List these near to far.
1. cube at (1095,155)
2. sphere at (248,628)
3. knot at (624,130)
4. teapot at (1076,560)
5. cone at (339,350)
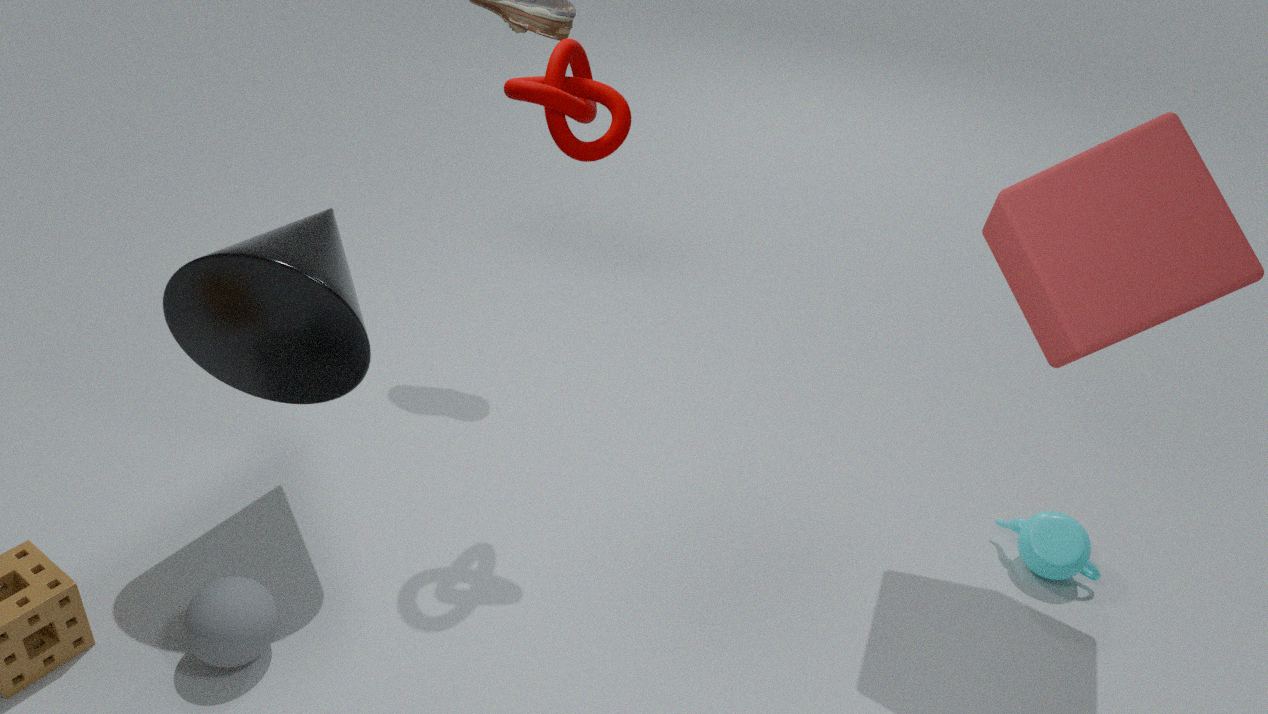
cube at (1095,155), sphere at (248,628), cone at (339,350), knot at (624,130), teapot at (1076,560)
